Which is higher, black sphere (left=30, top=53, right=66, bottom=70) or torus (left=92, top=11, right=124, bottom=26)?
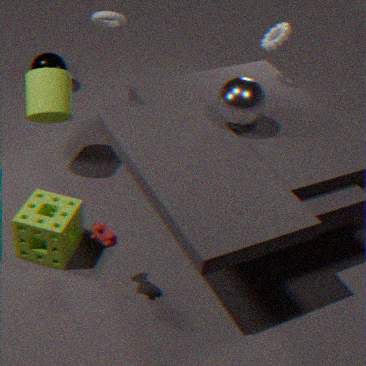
torus (left=92, top=11, right=124, bottom=26)
